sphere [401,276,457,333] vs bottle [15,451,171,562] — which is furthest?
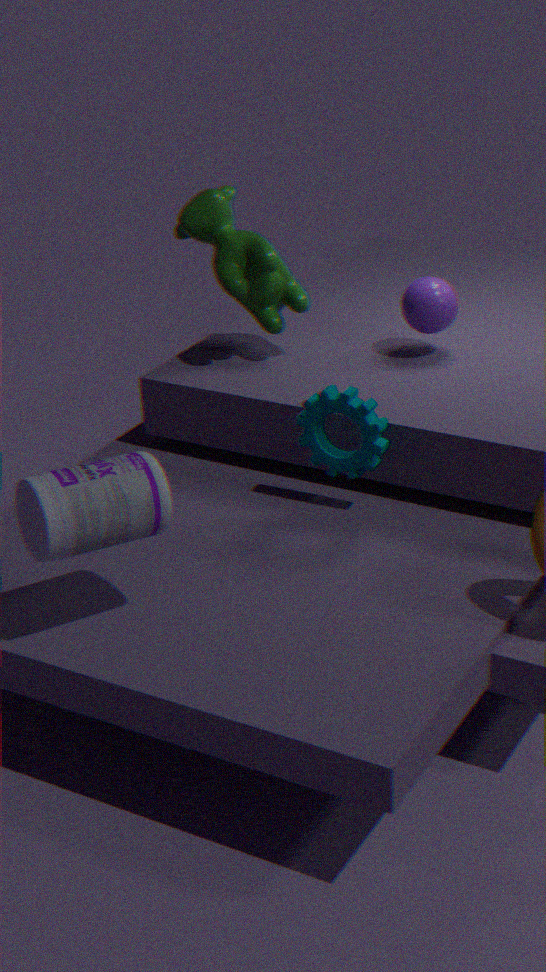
sphere [401,276,457,333]
